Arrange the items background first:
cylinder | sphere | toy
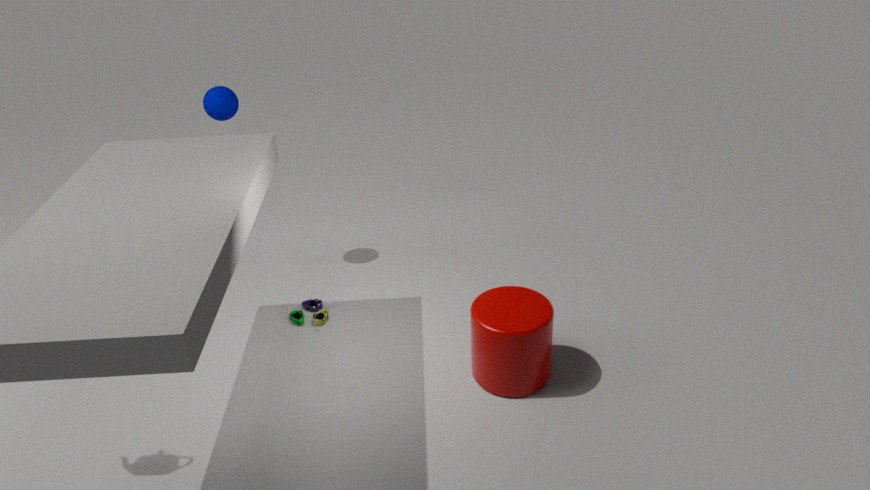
sphere < toy < cylinder
